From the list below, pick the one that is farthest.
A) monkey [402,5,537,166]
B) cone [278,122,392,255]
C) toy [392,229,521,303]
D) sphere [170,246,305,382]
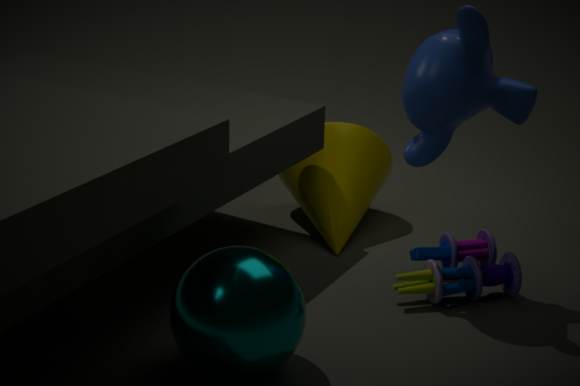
cone [278,122,392,255]
